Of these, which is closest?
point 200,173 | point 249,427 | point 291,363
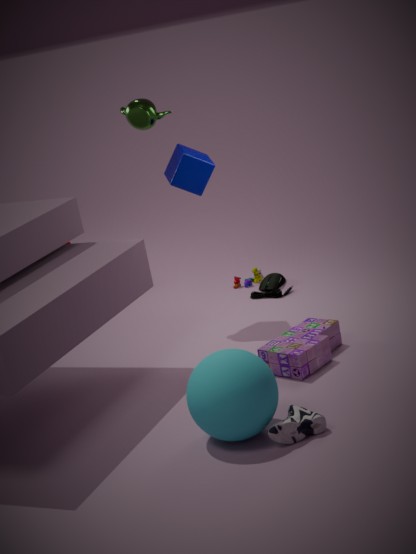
point 249,427
